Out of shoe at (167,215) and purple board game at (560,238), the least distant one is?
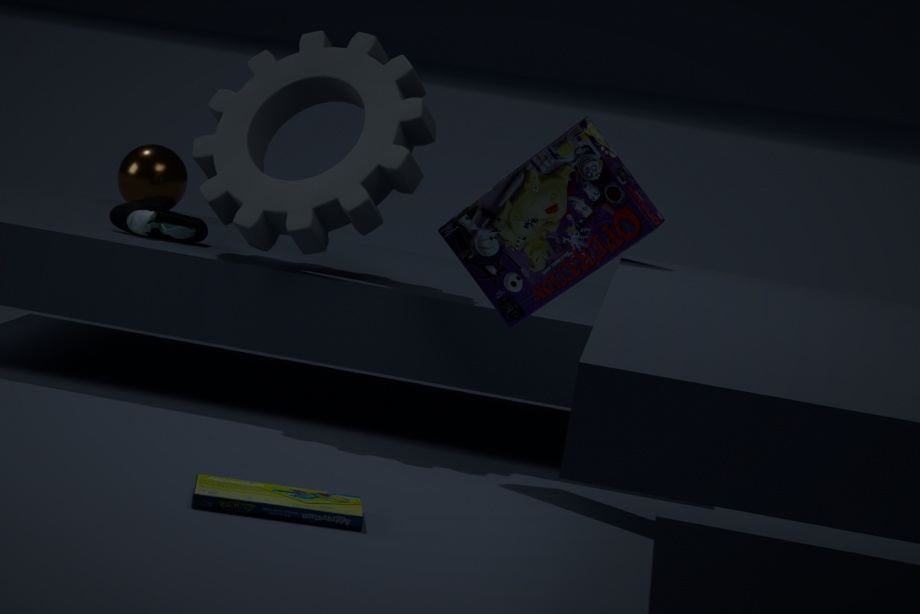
purple board game at (560,238)
